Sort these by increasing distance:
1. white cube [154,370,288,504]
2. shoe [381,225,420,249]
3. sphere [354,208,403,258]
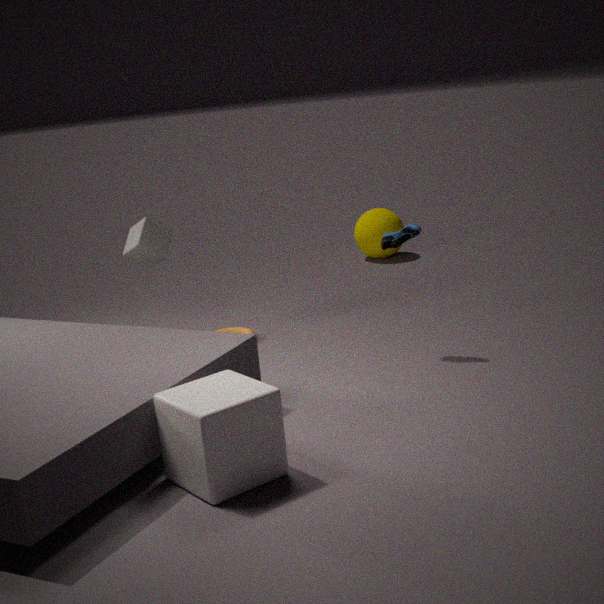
1. white cube [154,370,288,504]
2. shoe [381,225,420,249]
3. sphere [354,208,403,258]
